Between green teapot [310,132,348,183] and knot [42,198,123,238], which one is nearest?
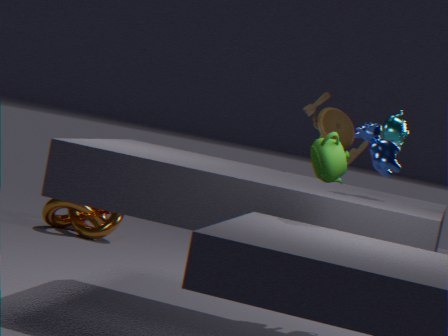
green teapot [310,132,348,183]
